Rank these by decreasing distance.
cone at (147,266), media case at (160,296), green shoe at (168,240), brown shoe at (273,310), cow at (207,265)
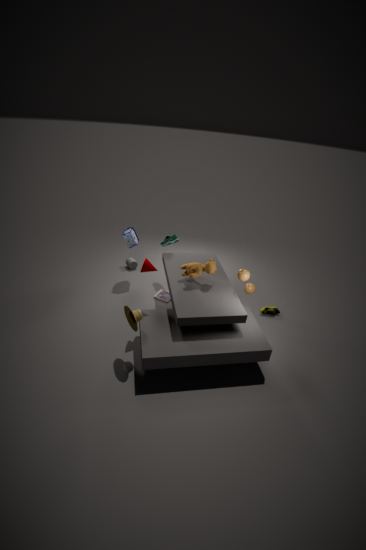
green shoe at (168,240) → media case at (160,296) → brown shoe at (273,310) → cow at (207,265) → cone at (147,266)
